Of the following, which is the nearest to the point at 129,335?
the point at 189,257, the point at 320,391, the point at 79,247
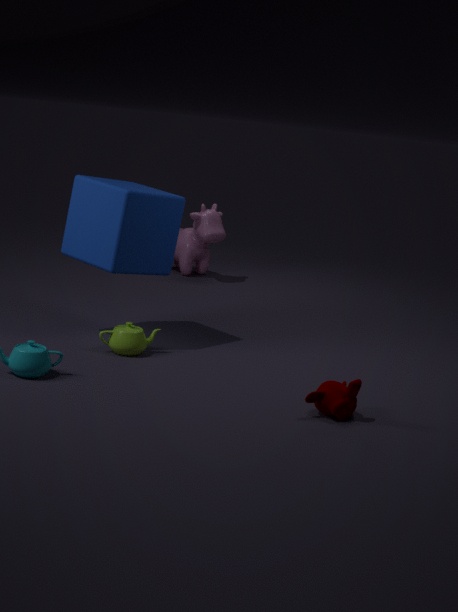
the point at 79,247
